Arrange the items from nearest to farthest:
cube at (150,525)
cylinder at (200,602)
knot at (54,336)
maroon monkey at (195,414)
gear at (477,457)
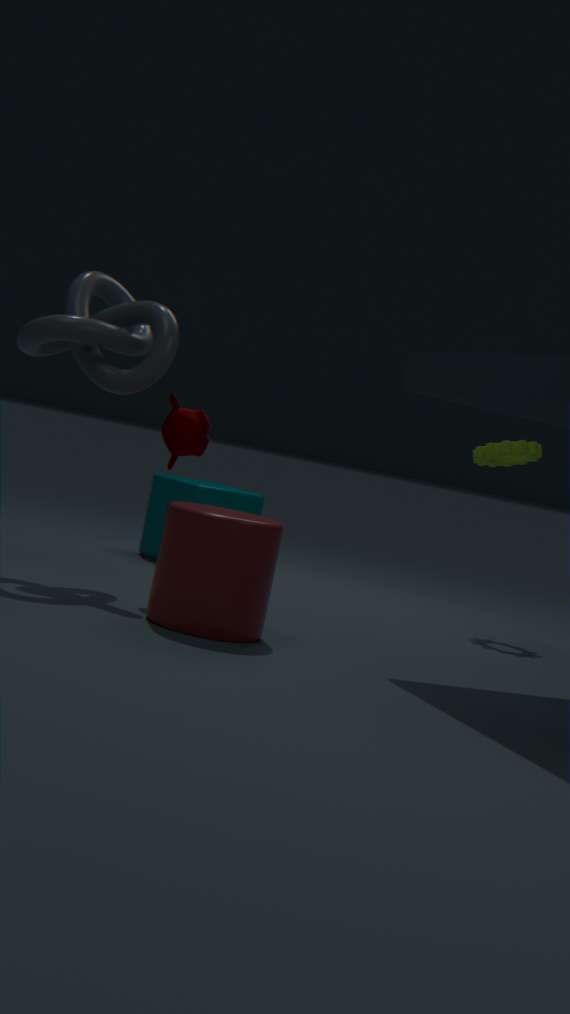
1. cylinder at (200,602)
2. knot at (54,336)
3. maroon monkey at (195,414)
4. gear at (477,457)
5. cube at (150,525)
